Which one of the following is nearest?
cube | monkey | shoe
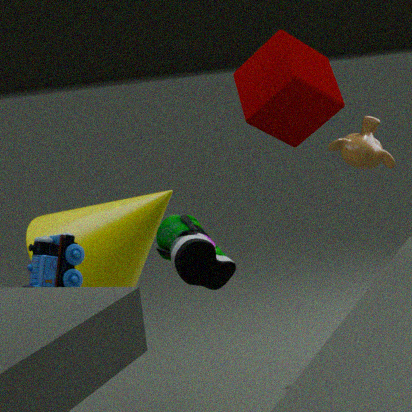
cube
